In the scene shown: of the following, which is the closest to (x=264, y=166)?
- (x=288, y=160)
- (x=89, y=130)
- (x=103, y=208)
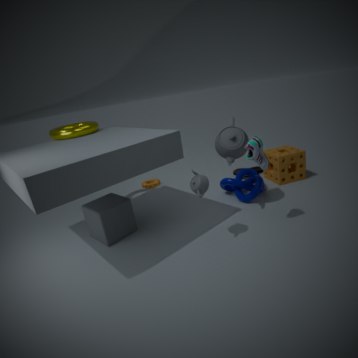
(x=288, y=160)
